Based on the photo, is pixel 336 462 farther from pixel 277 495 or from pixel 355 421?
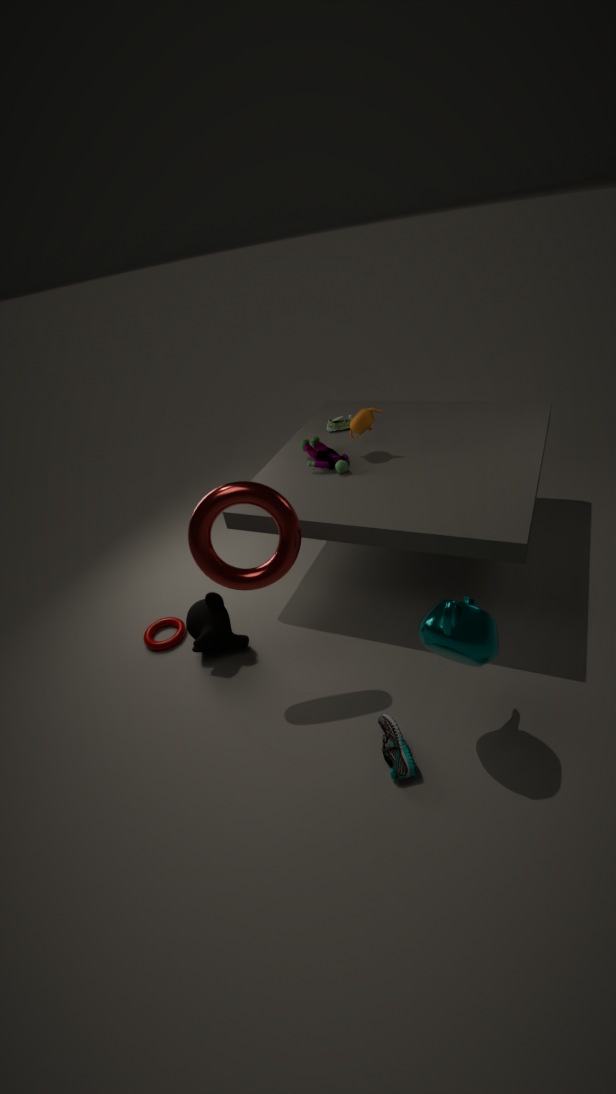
pixel 277 495
